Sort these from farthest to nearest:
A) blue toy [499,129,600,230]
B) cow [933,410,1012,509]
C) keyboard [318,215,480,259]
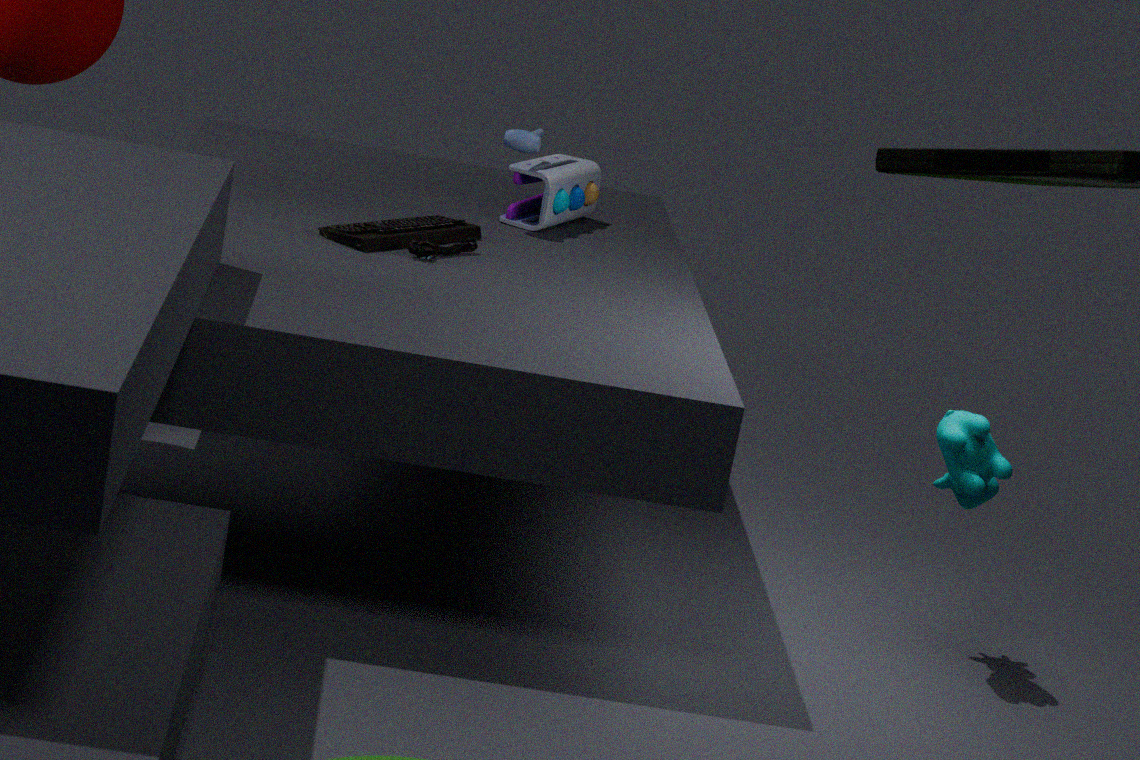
1. blue toy [499,129,600,230]
2. keyboard [318,215,480,259]
3. cow [933,410,1012,509]
